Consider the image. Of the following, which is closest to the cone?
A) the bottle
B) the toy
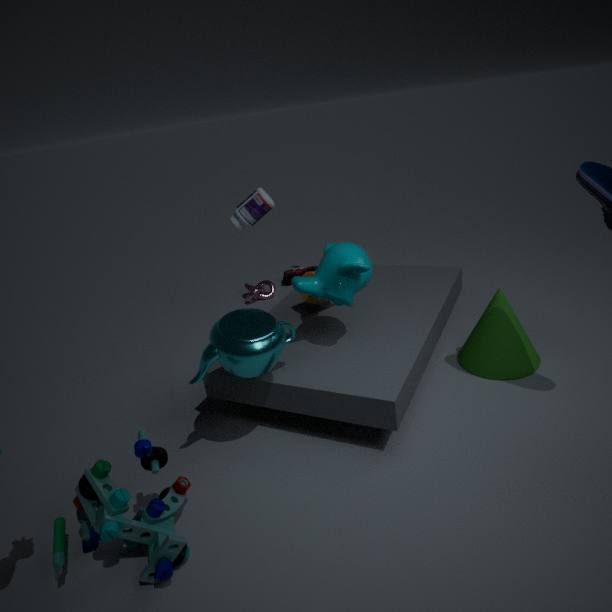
the bottle
